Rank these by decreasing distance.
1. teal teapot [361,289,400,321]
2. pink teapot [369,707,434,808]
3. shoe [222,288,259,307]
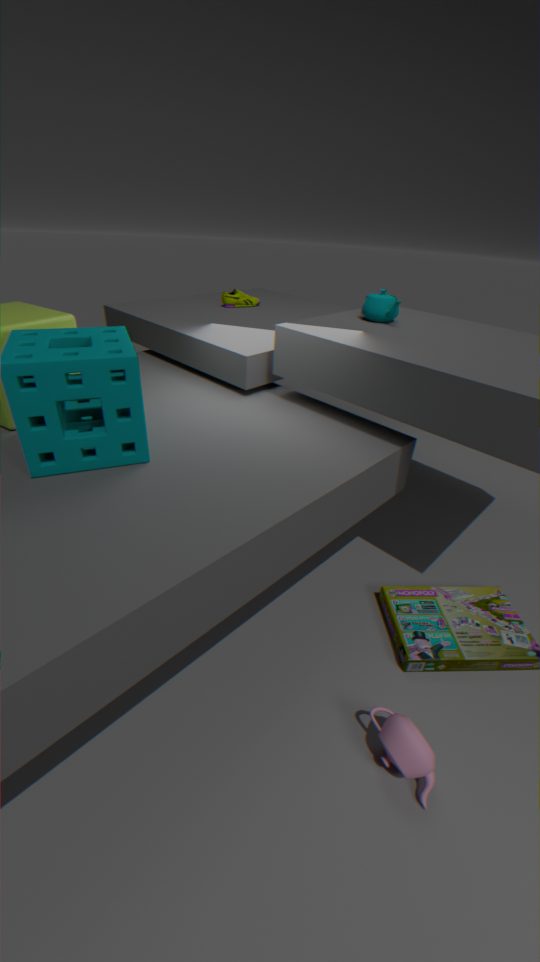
shoe [222,288,259,307]
teal teapot [361,289,400,321]
pink teapot [369,707,434,808]
